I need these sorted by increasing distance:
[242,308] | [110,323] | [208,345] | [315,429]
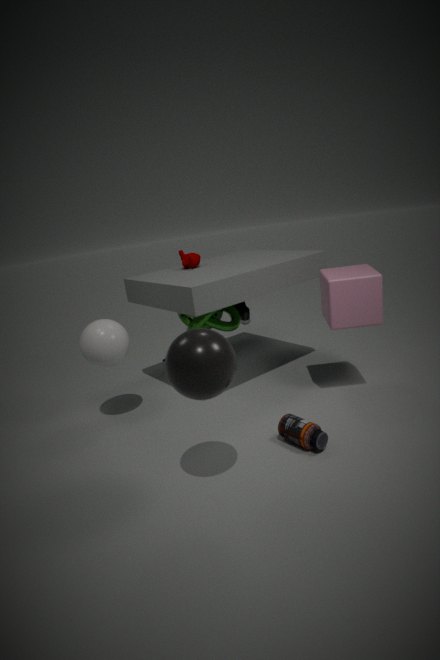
1. [208,345]
2. [315,429]
3. [110,323]
4. [242,308]
